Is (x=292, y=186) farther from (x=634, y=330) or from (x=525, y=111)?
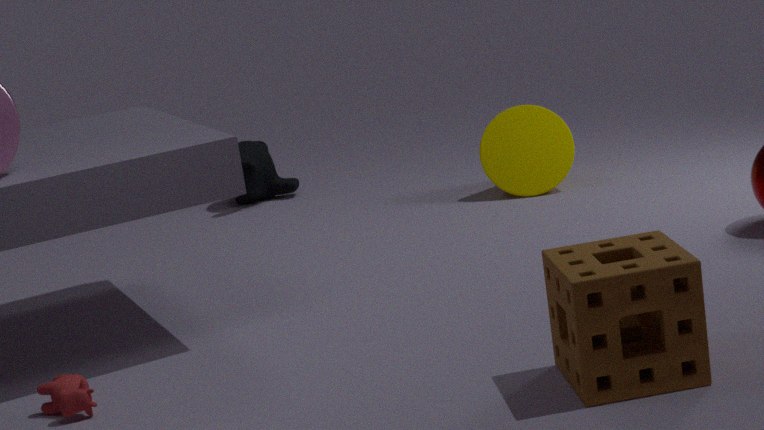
(x=634, y=330)
